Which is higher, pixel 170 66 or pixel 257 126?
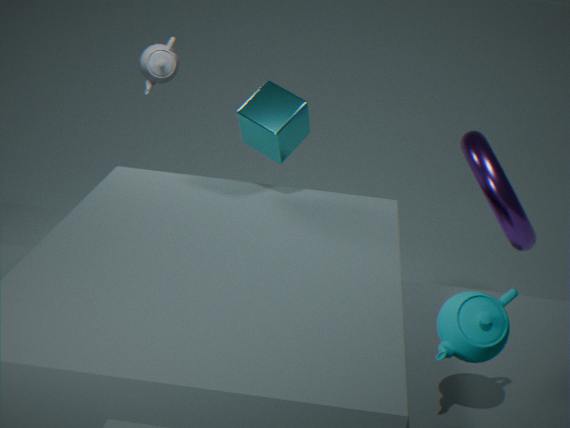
pixel 170 66
